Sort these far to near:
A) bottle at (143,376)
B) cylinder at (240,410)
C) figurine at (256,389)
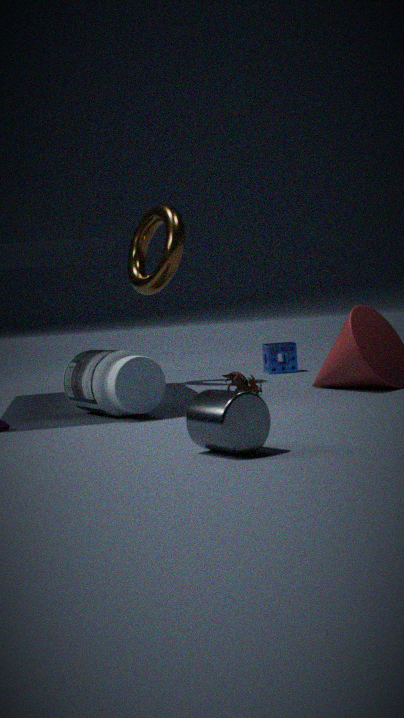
figurine at (256,389)
bottle at (143,376)
cylinder at (240,410)
